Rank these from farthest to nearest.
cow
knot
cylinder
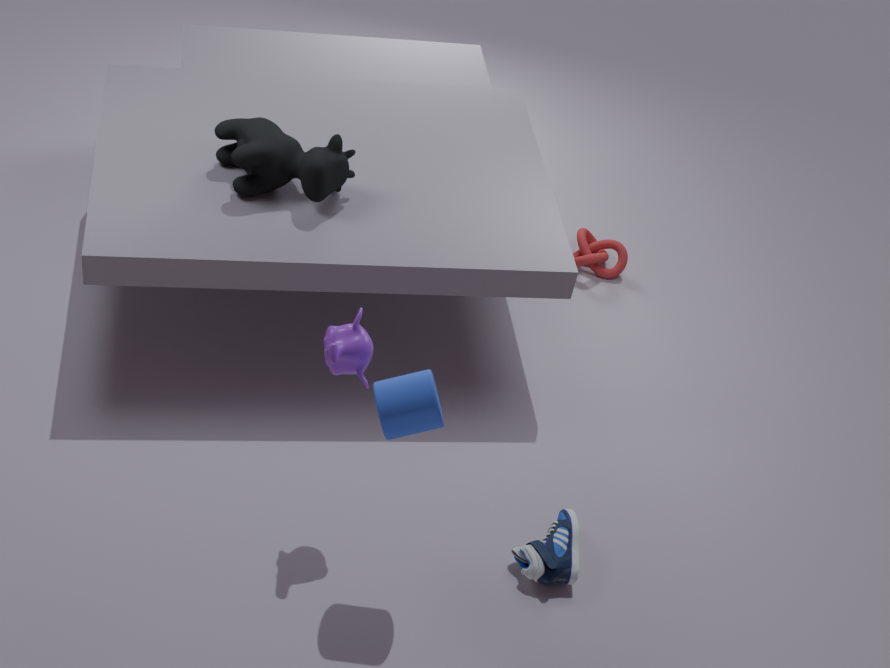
knot, cow, cylinder
